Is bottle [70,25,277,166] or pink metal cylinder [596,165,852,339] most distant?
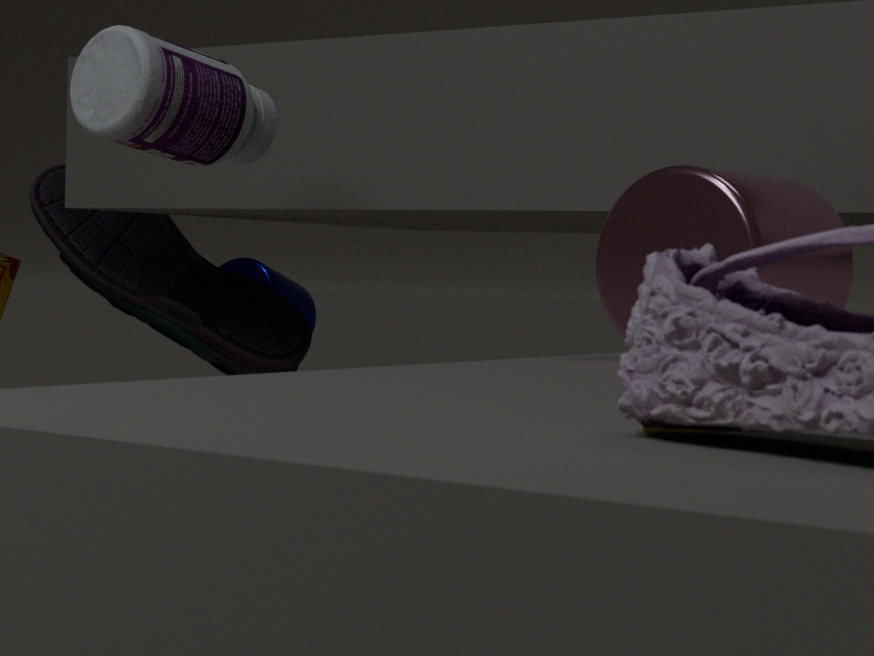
bottle [70,25,277,166]
